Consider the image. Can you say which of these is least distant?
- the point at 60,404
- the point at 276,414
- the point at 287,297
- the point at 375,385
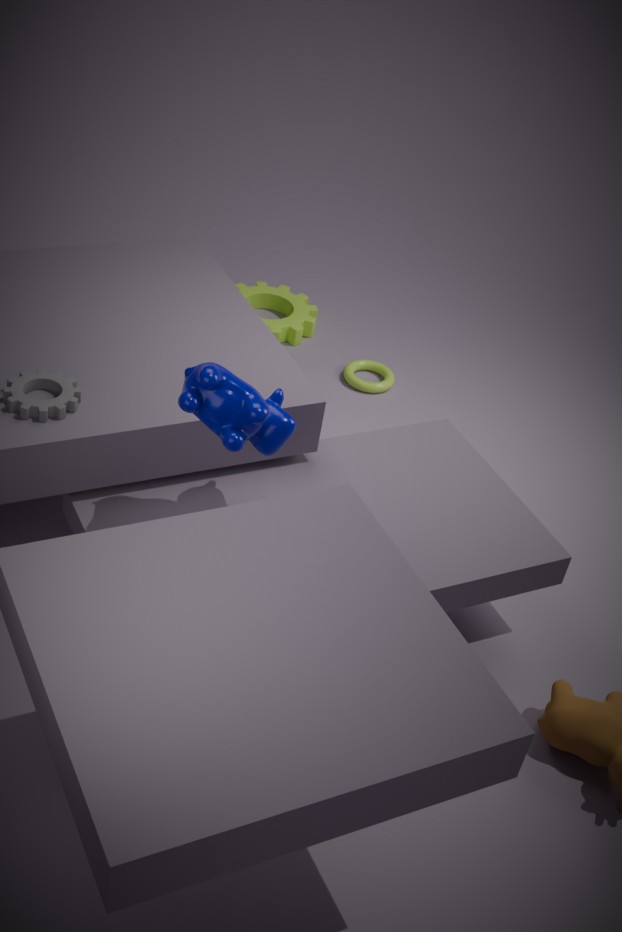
the point at 276,414
